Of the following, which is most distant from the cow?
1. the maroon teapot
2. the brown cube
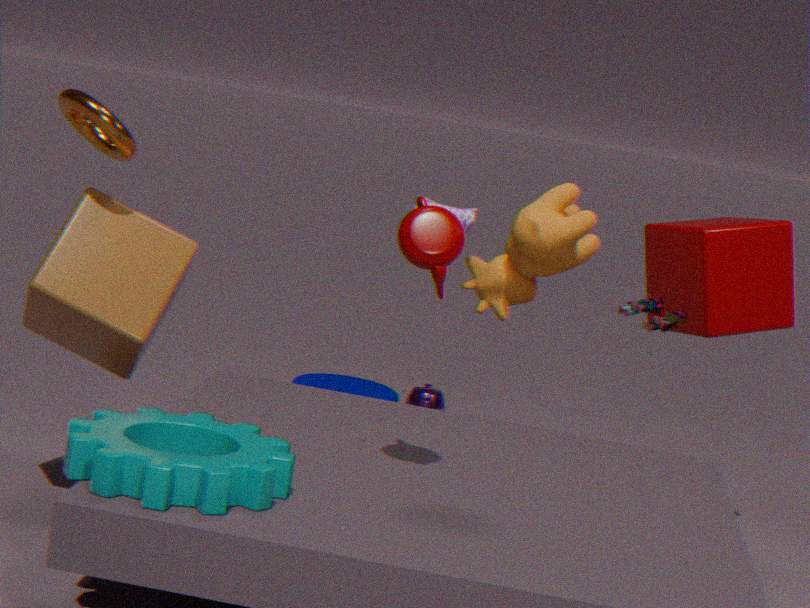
the brown cube
